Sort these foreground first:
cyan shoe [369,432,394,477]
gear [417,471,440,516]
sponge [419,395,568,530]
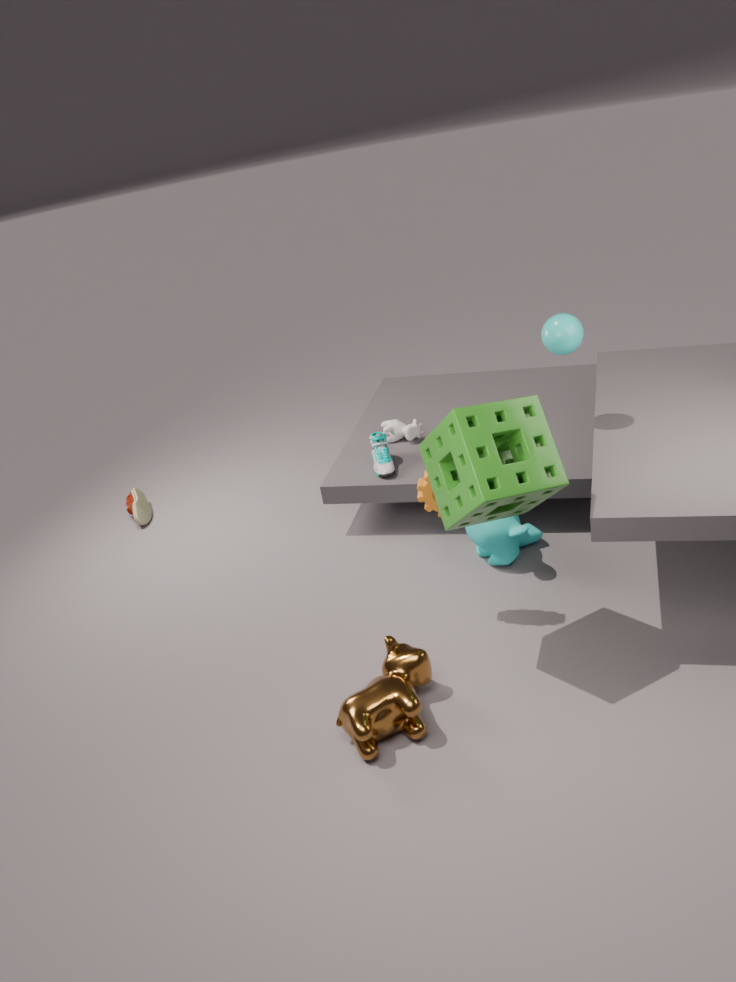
sponge [419,395,568,530]
gear [417,471,440,516]
cyan shoe [369,432,394,477]
